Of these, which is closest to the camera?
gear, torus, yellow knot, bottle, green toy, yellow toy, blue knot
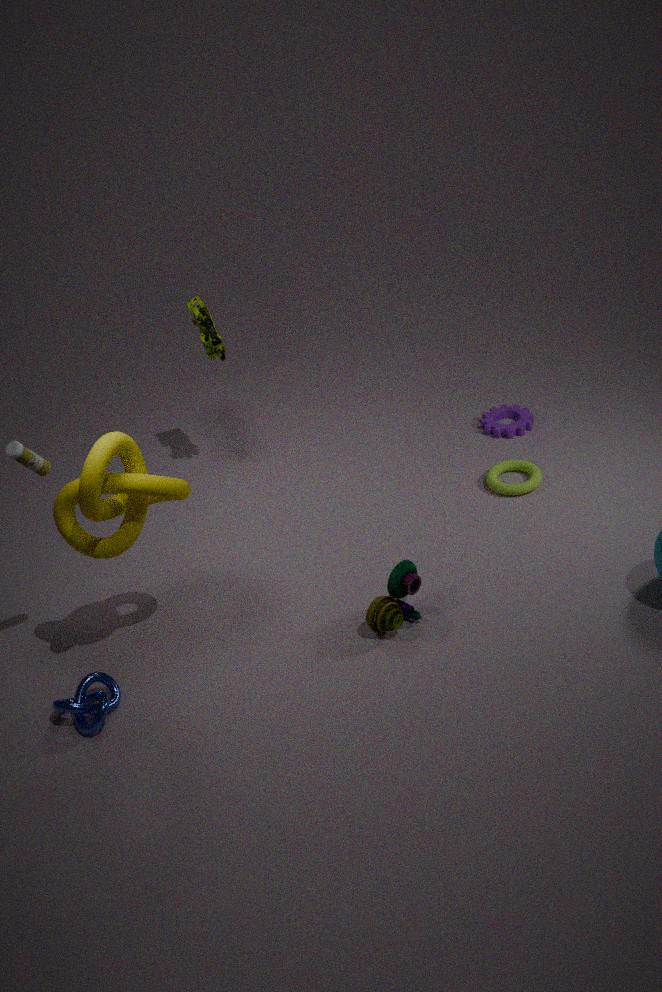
yellow knot
